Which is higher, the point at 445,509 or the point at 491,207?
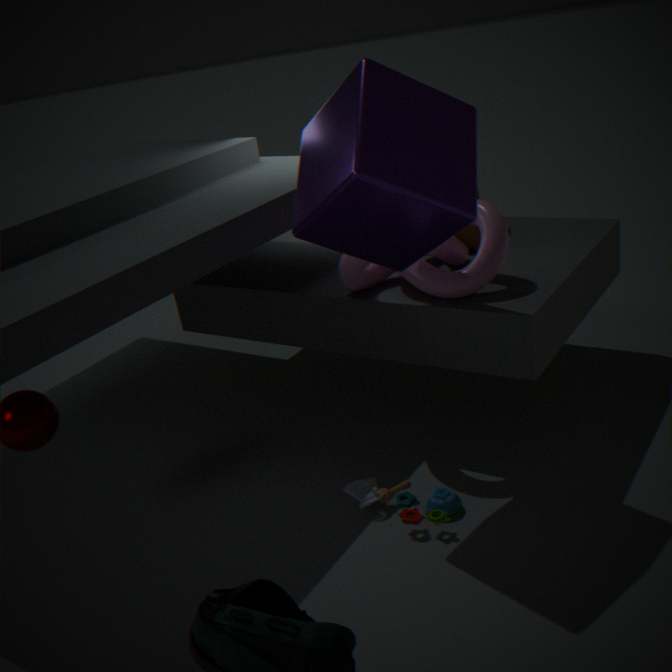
the point at 491,207
